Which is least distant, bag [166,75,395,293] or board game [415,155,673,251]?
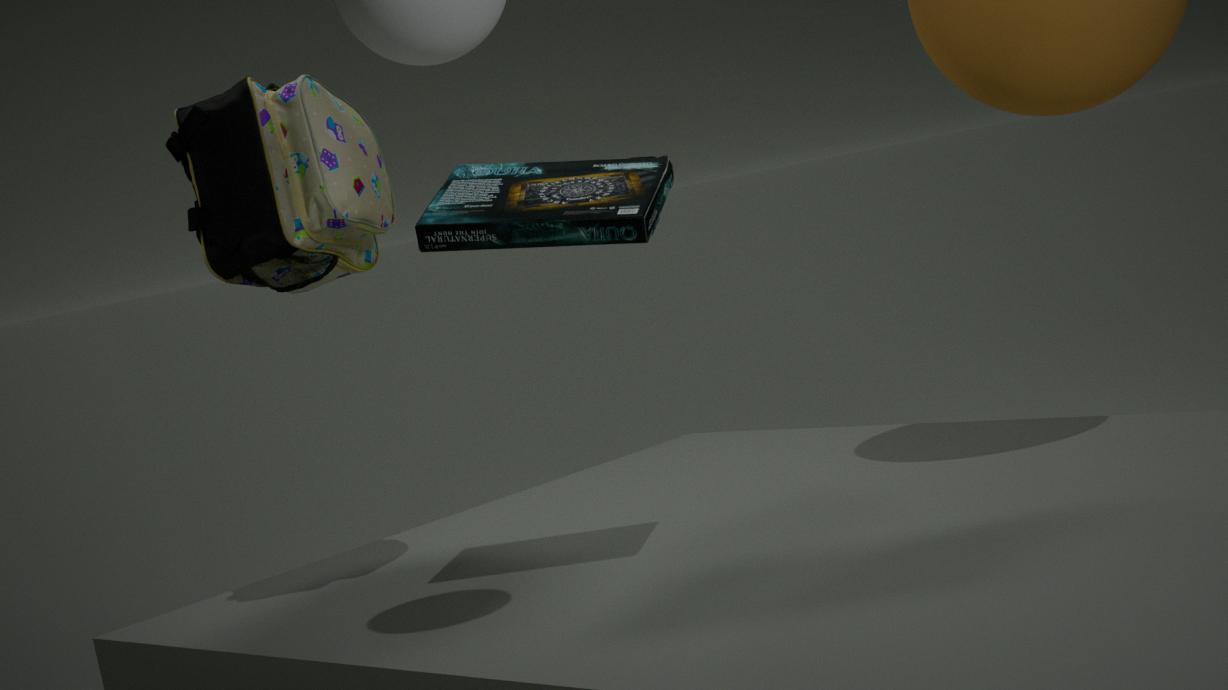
board game [415,155,673,251]
